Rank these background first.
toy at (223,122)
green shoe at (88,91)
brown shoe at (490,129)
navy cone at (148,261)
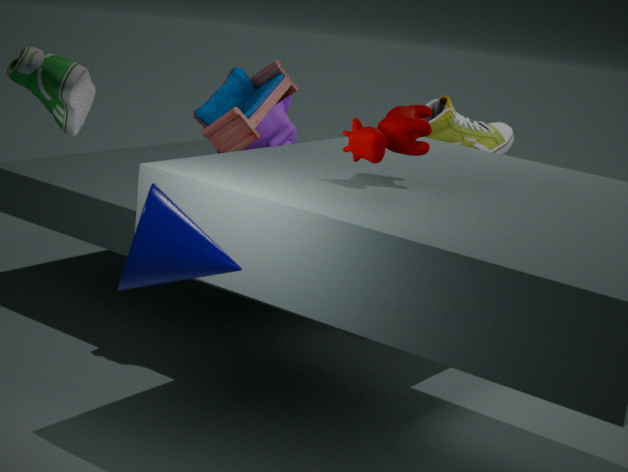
brown shoe at (490,129)
toy at (223,122)
green shoe at (88,91)
navy cone at (148,261)
